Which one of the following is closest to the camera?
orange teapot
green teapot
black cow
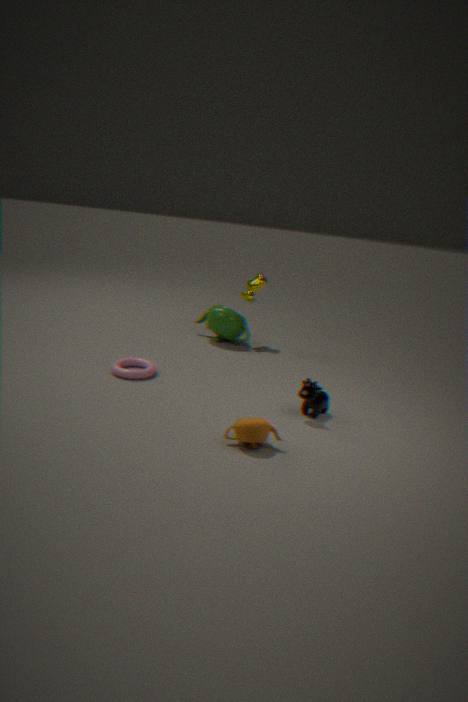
orange teapot
